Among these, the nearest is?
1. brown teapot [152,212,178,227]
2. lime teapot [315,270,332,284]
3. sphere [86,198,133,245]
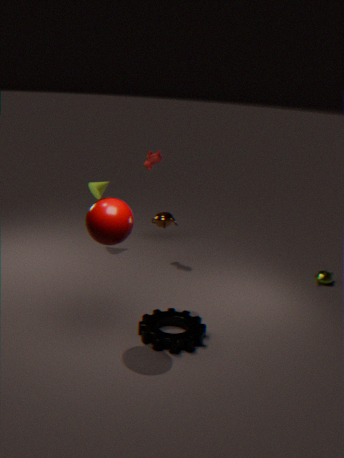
sphere [86,198,133,245]
